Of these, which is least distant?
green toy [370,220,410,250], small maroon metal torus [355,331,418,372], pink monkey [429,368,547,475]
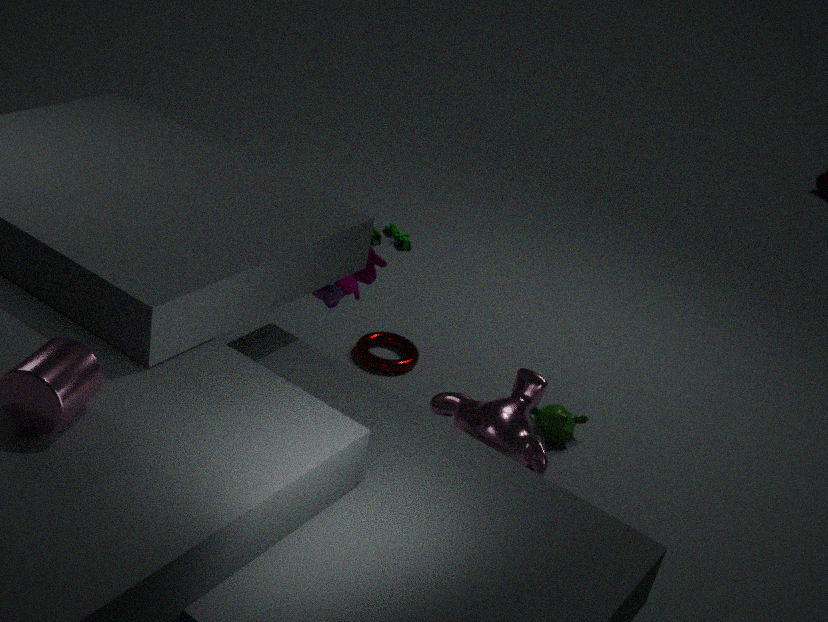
pink monkey [429,368,547,475]
